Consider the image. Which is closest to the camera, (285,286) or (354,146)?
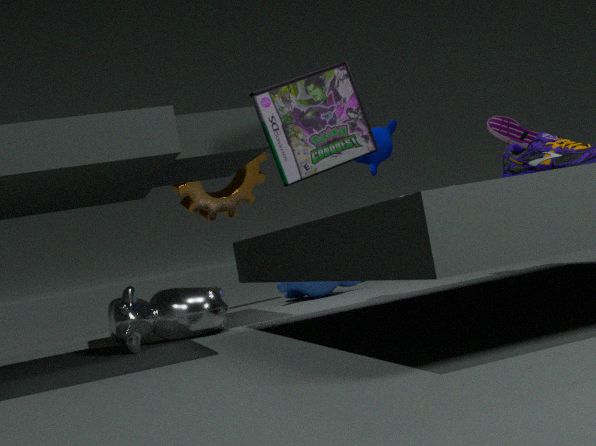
(354,146)
